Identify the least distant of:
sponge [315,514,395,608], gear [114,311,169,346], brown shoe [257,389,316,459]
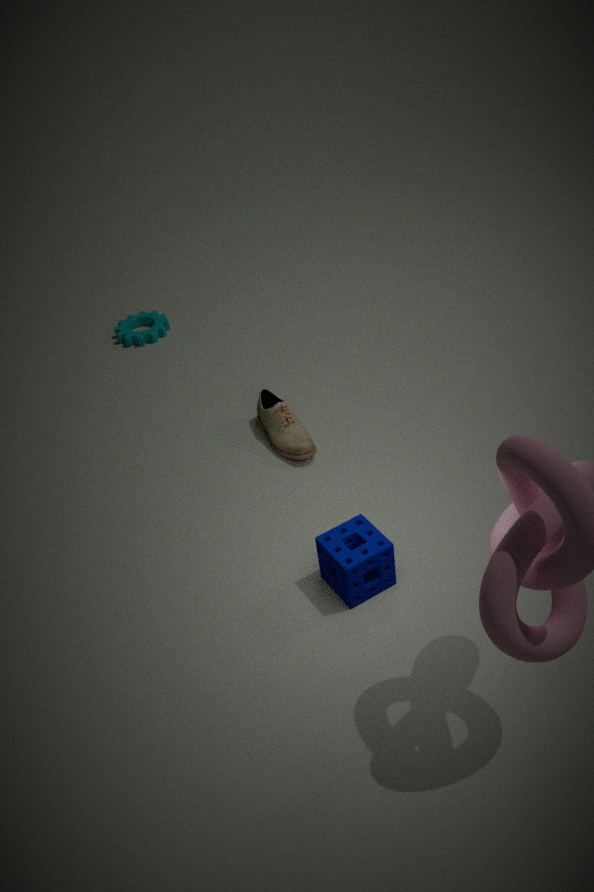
sponge [315,514,395,608]
